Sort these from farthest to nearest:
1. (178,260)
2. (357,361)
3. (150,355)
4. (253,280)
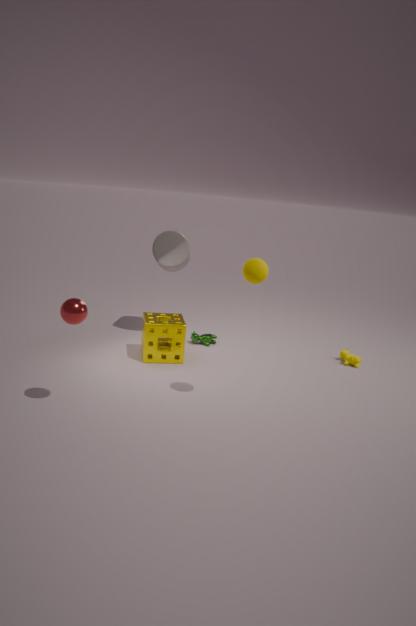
(178,260), (357,361), (150,355), (253,280)
